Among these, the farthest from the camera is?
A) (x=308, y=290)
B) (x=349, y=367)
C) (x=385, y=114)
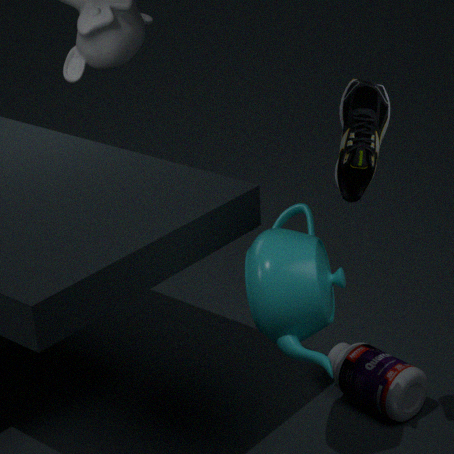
(x=349, y=367)
